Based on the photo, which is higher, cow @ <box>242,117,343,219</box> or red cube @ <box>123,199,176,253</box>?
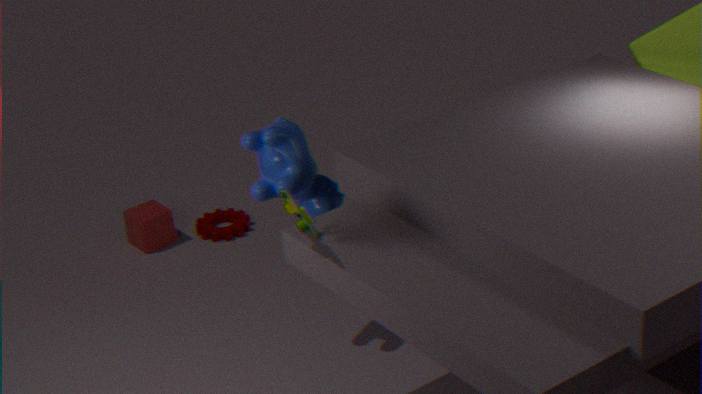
cow @ <box>242,117,343,219</box>
